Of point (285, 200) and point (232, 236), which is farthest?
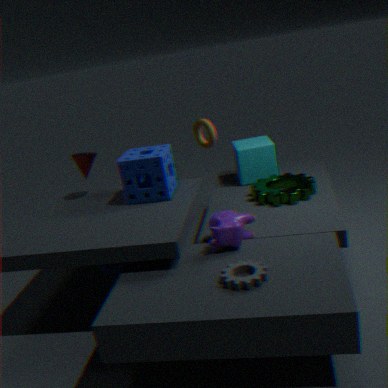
point (285, 200)
